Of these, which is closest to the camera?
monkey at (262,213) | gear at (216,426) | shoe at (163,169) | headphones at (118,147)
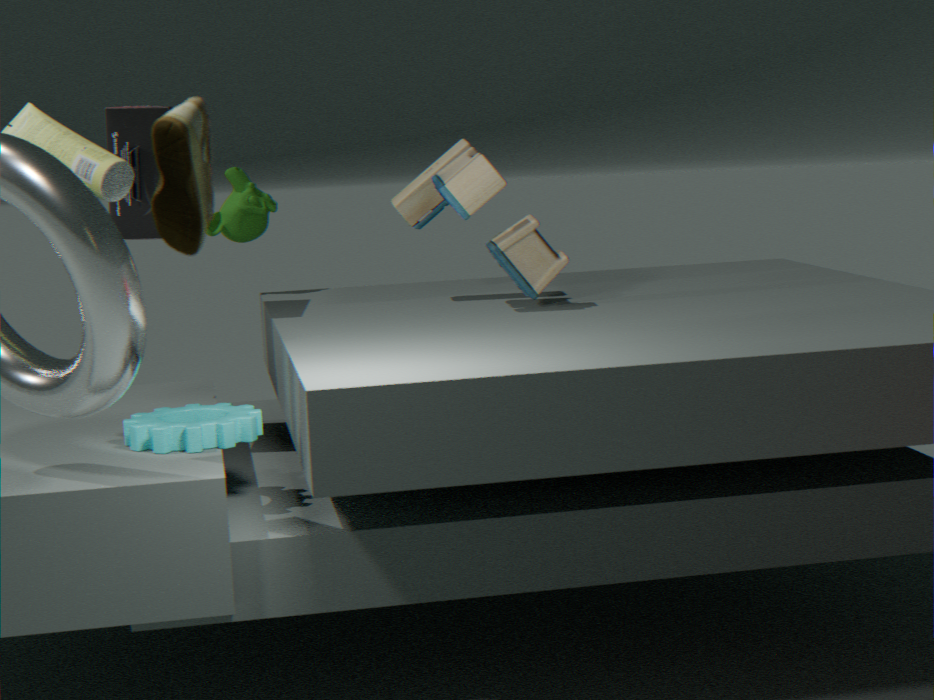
shoe at (163,169)
